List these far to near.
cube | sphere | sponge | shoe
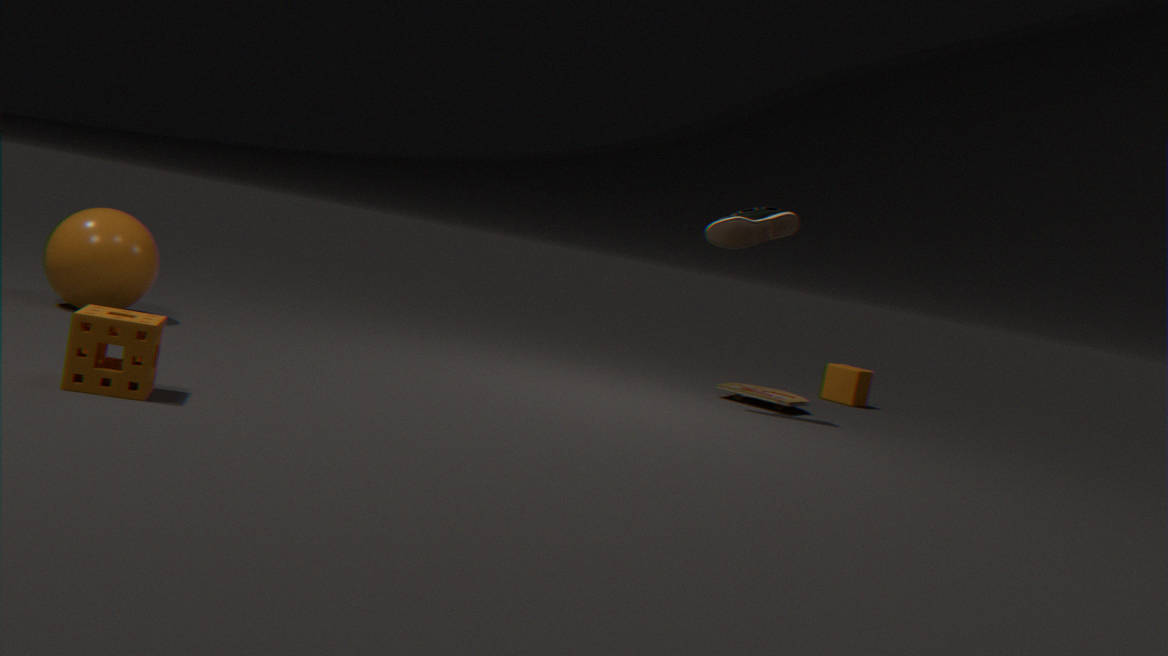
cube → shoe → sphere → sponge
